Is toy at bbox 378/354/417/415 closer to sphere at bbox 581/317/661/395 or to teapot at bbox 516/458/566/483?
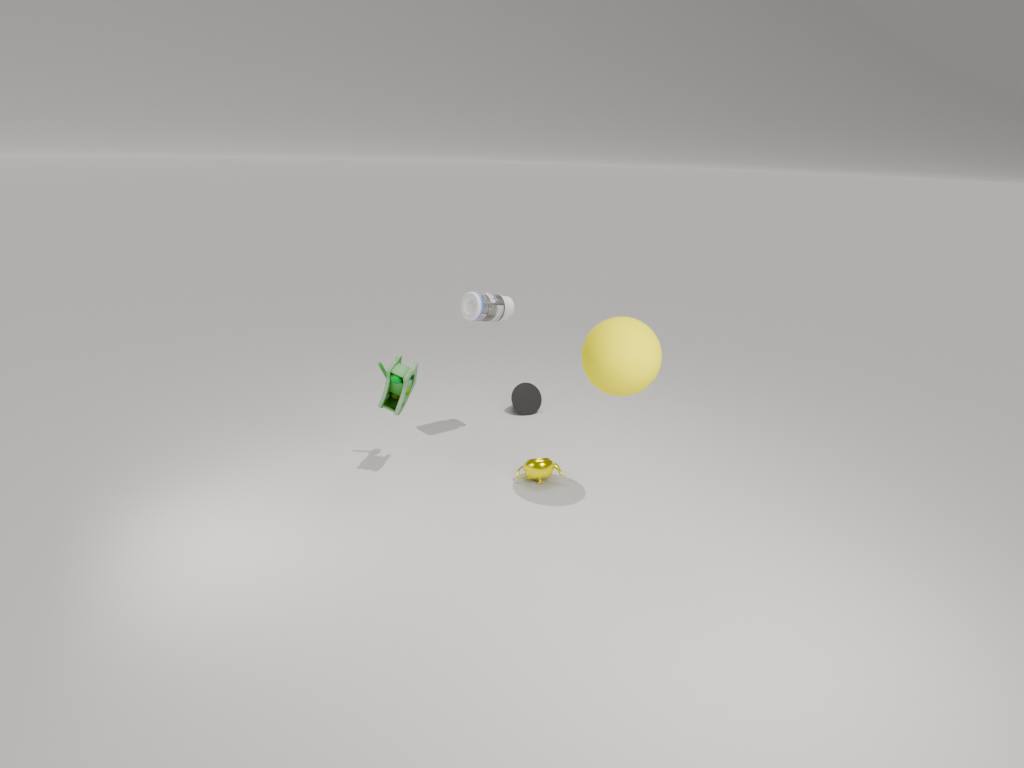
teapot at bbox 516/458/566/483
